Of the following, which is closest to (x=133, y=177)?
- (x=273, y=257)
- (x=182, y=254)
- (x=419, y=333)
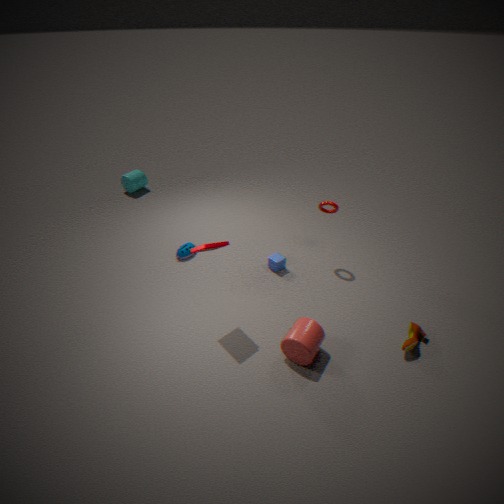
(x=182, y=254)
